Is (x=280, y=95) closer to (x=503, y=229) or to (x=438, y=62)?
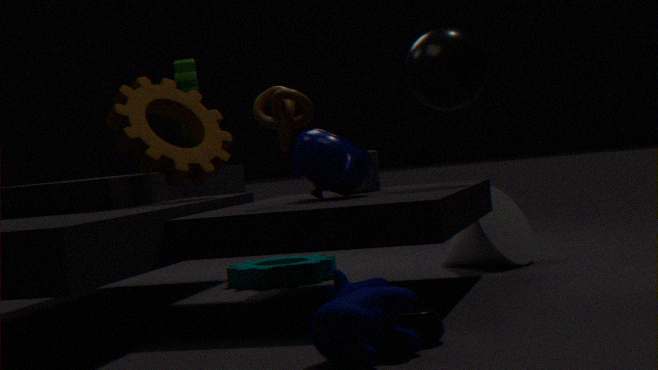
(x=438, y=62)
